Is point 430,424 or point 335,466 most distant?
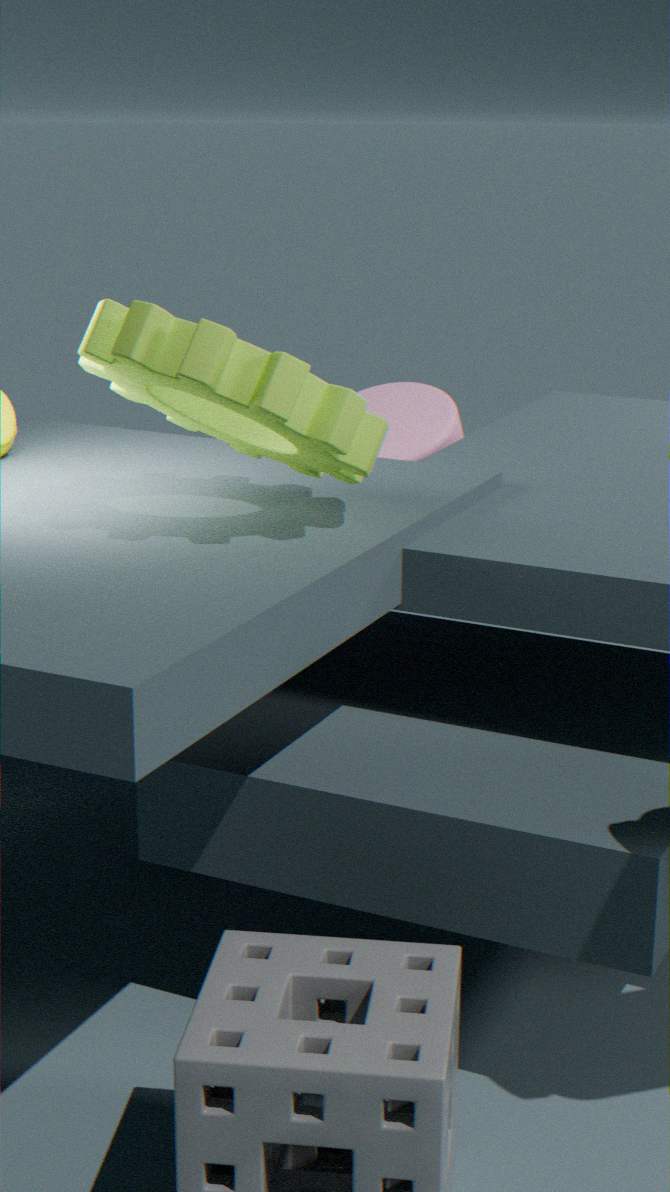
point 430,424
